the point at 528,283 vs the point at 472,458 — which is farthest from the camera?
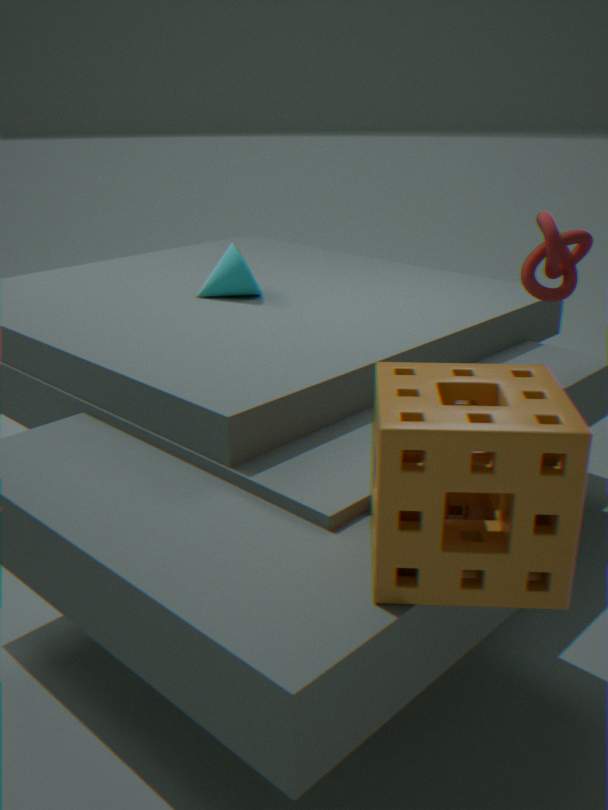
the point at 528,283
